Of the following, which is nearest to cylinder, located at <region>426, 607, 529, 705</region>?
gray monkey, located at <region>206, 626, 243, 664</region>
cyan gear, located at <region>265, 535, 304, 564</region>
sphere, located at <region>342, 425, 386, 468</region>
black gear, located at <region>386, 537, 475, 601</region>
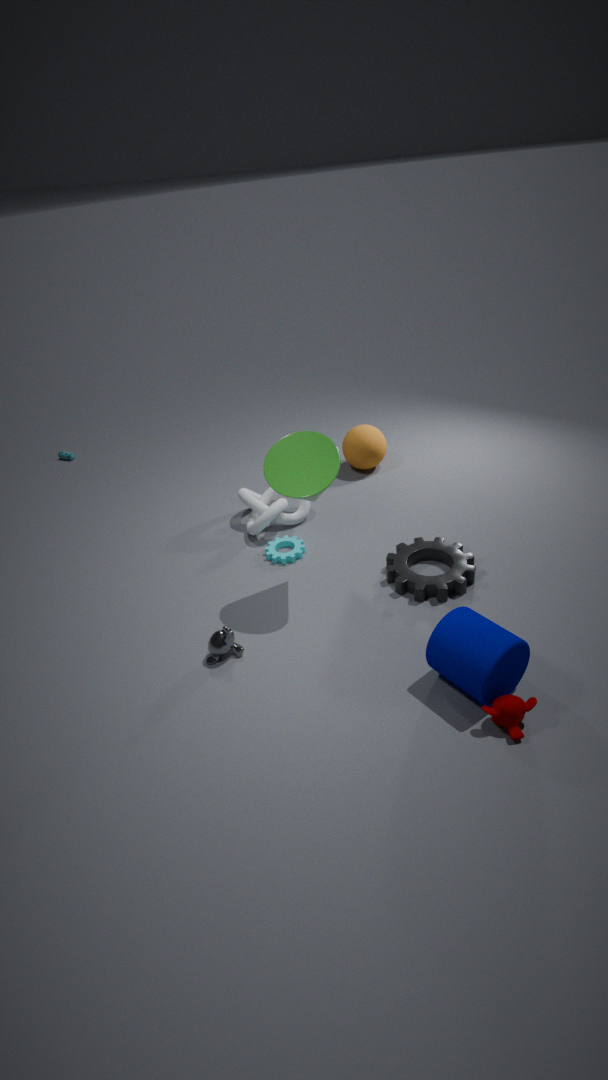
black gear, located at <region>386, 537, 475, 601</region>
